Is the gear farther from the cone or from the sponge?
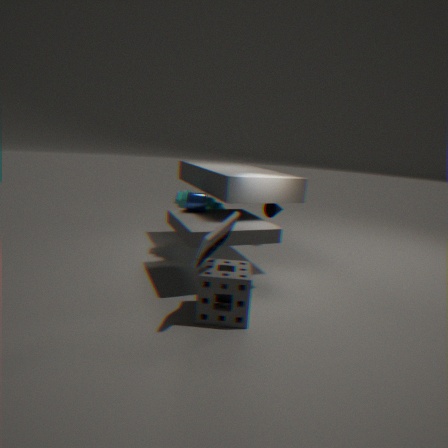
the sponge
